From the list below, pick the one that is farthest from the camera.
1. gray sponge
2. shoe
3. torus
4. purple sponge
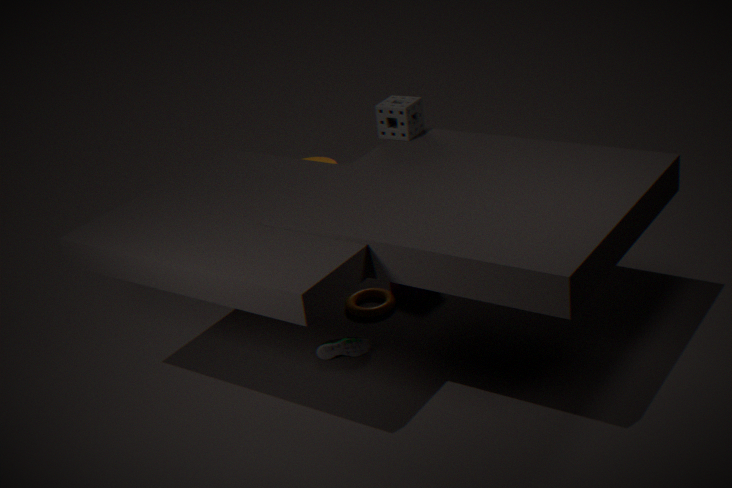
purple sponge
